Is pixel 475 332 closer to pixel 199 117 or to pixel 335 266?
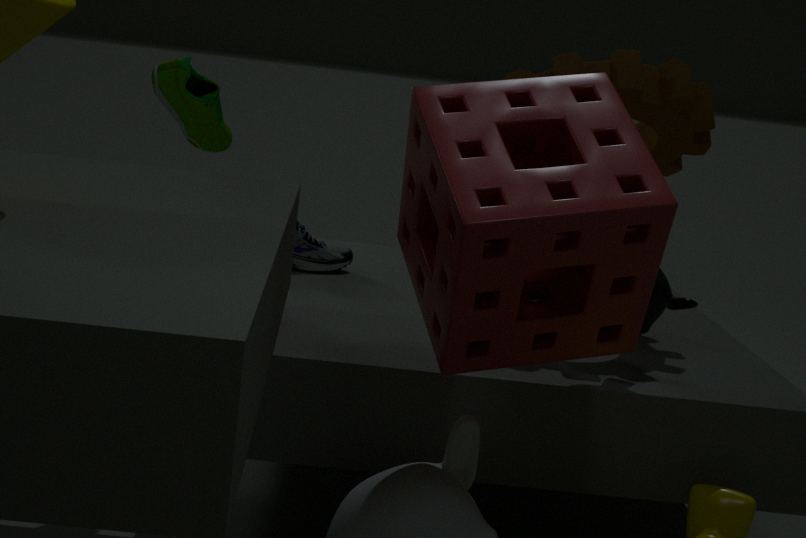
pixel 199 117
